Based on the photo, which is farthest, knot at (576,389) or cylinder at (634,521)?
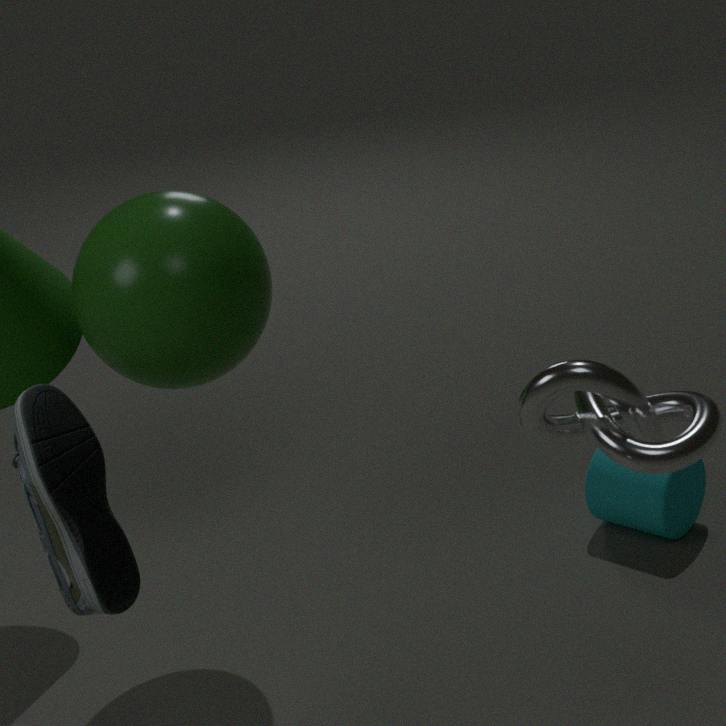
cylinder at (634,521)
